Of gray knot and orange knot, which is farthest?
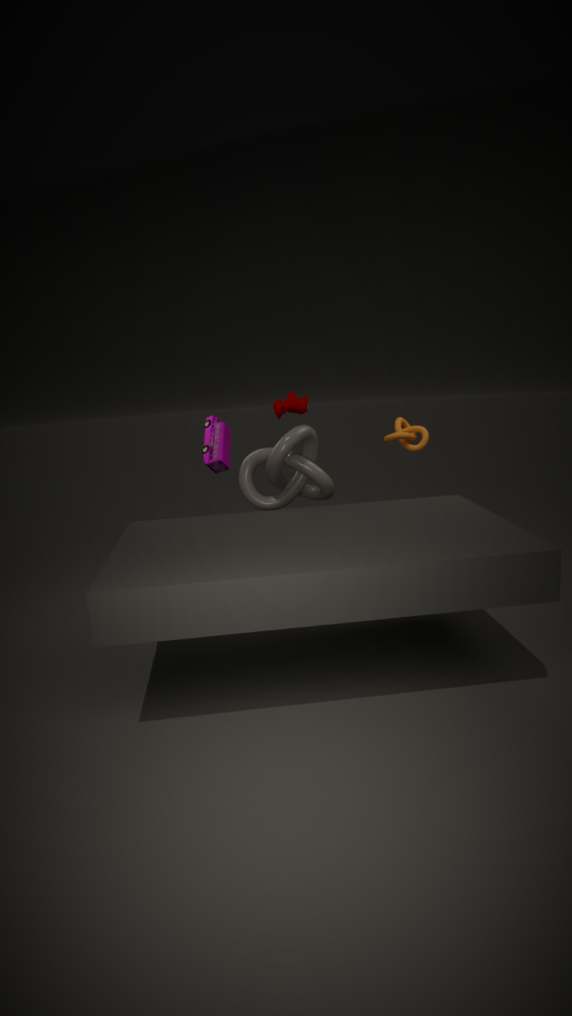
orange knot
